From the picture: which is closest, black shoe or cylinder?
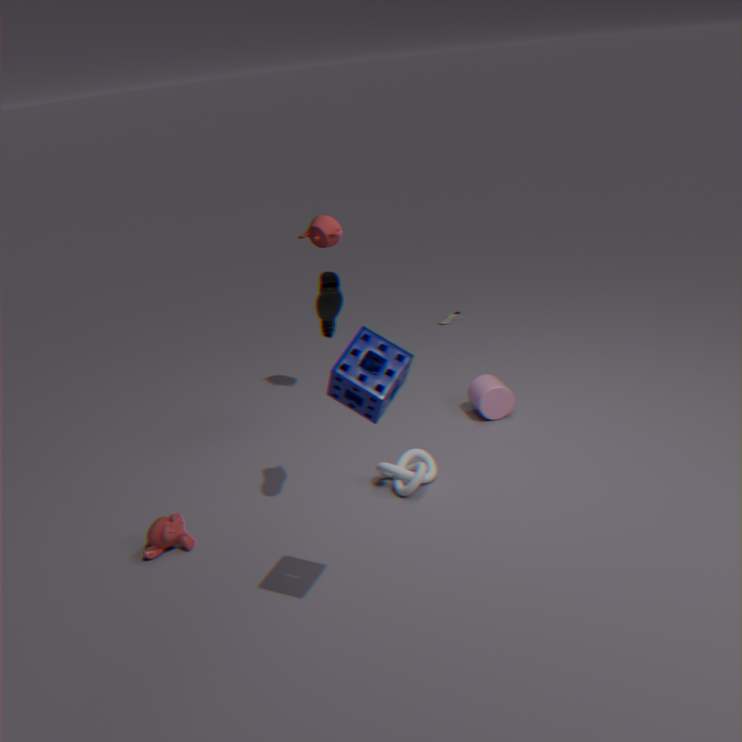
black shoe
